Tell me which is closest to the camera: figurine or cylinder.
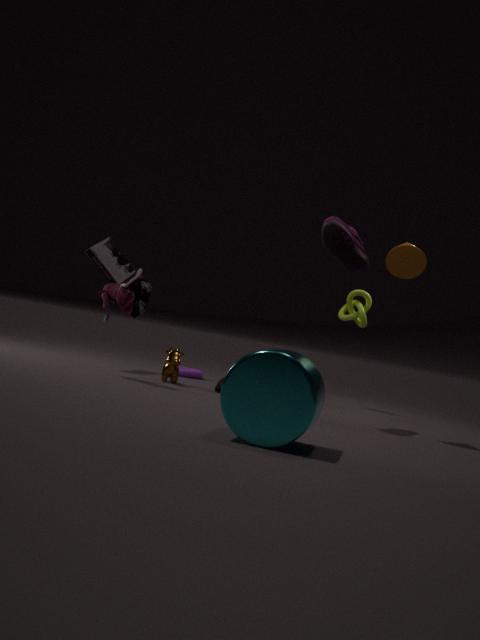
cylinder
